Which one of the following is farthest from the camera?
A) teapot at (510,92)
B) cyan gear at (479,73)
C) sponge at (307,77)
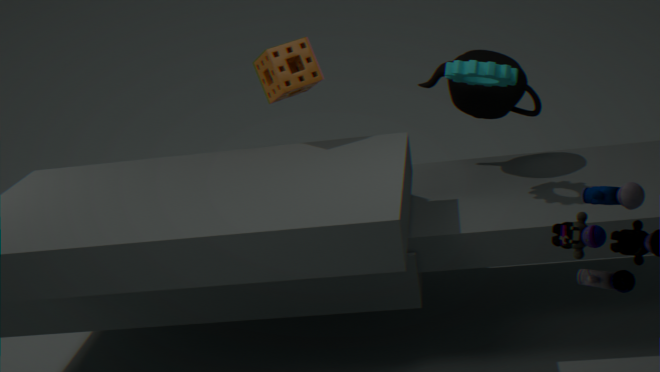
teapot at (510,92)
